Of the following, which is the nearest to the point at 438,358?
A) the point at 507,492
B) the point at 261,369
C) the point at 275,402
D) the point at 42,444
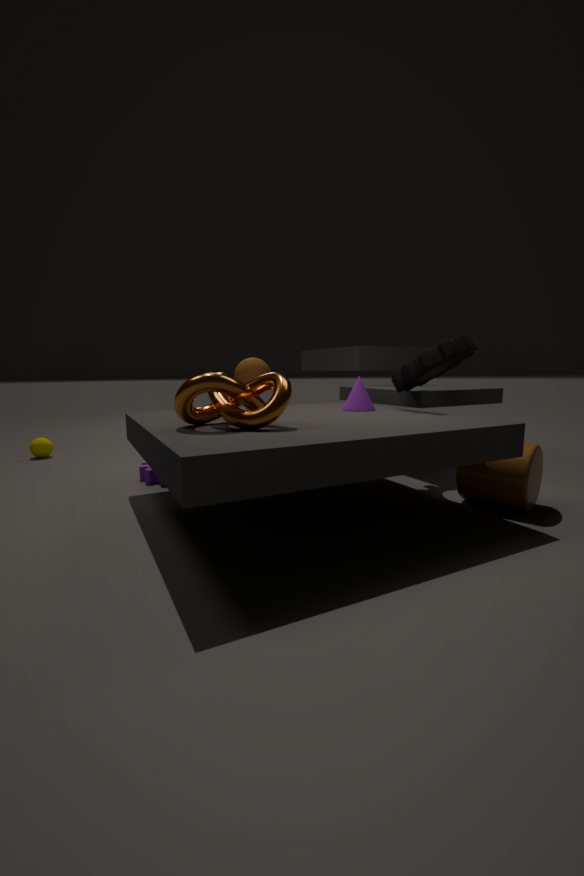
the point at 507,492
